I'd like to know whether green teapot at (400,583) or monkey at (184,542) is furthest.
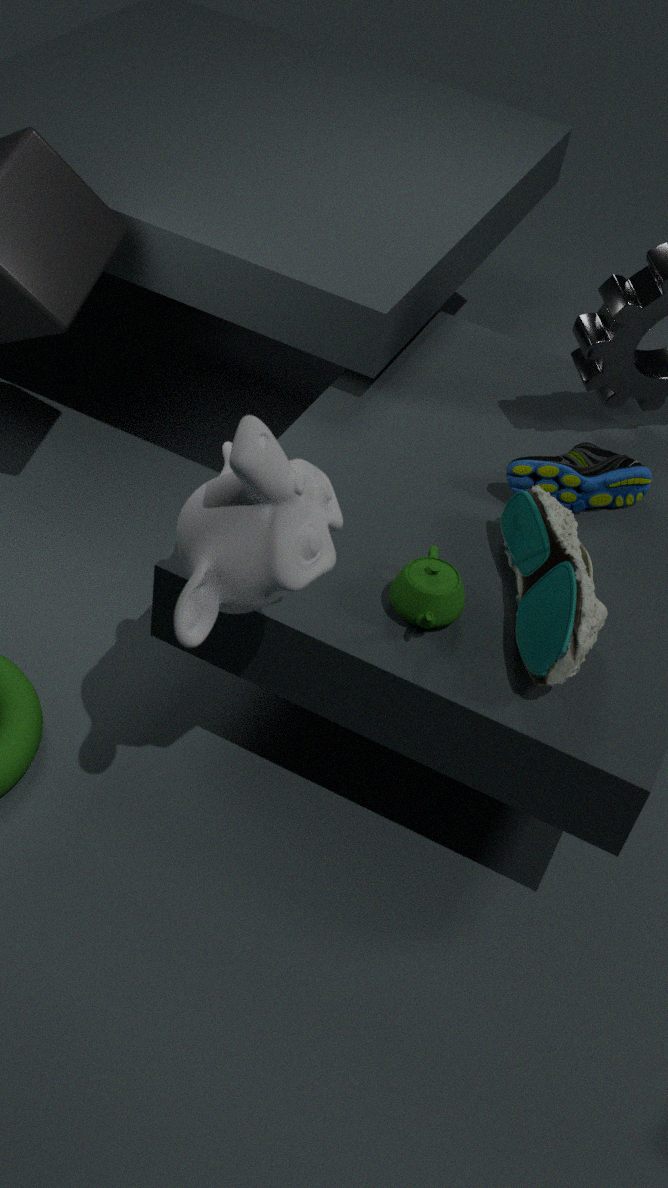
green teapot at (400,583)
